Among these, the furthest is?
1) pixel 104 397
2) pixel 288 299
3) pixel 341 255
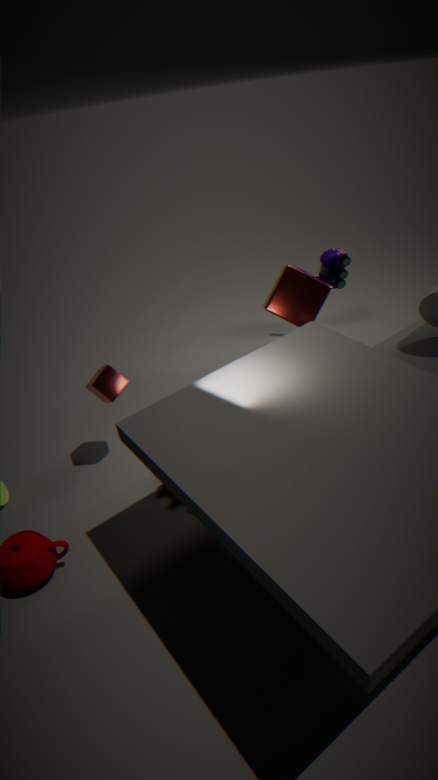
3. pixel 341 255
